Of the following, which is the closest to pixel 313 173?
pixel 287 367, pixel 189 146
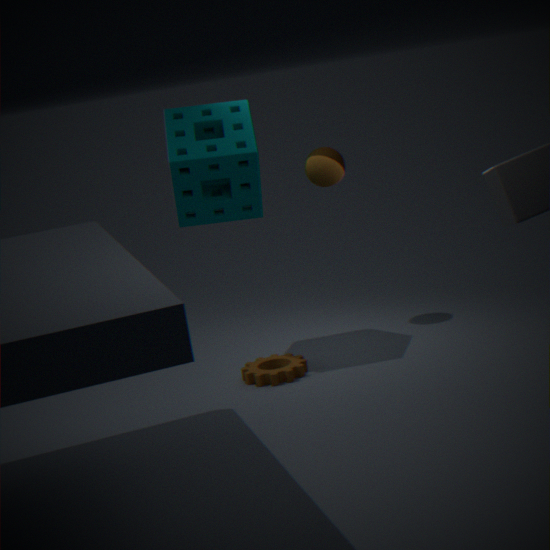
pixel 189 146
